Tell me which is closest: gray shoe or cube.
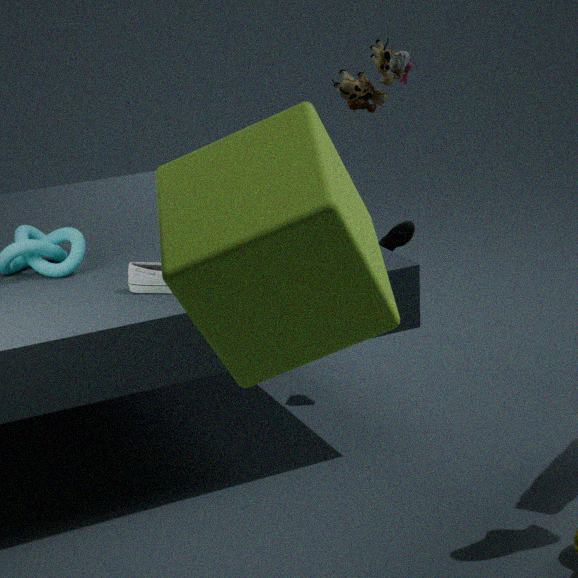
cube
